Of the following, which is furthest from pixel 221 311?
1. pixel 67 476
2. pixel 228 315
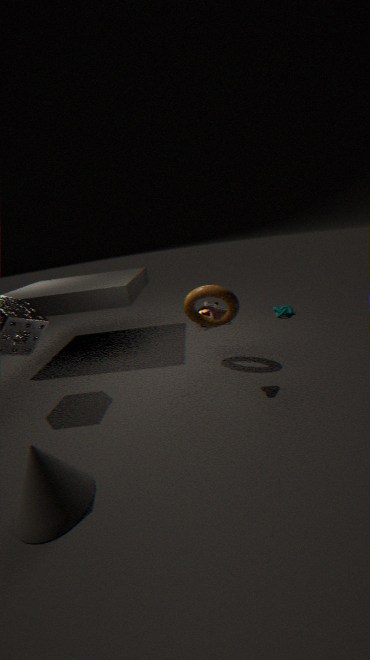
pixel 67 476
